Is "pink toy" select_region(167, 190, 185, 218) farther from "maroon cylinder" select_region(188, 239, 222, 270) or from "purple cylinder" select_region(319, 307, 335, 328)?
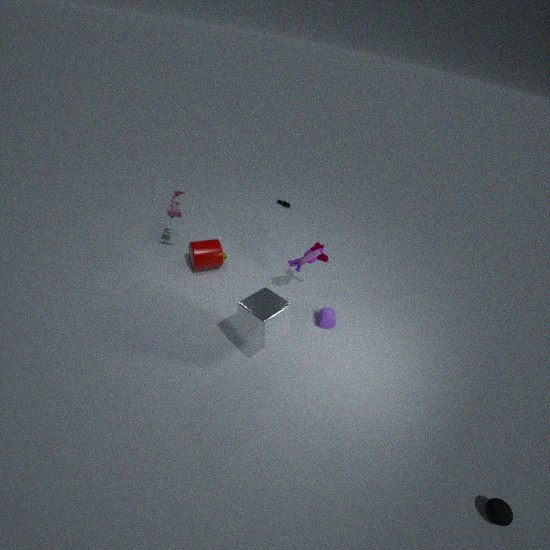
"purple cylinder" select_region(319, 307, 335, 328)
